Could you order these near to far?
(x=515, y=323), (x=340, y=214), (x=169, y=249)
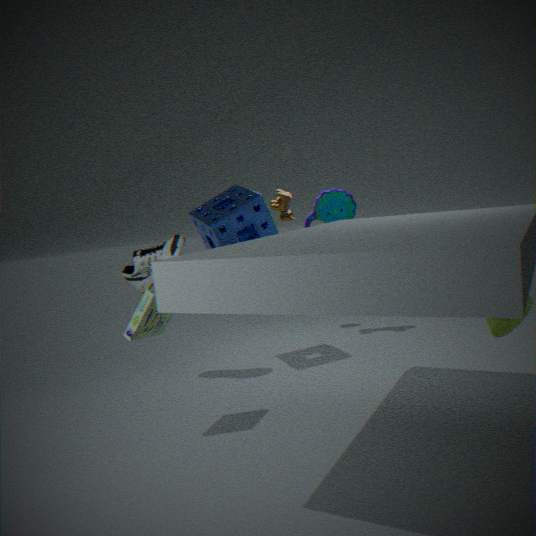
(x=515, y=323) → (x=169, y=249) → (x=340, y=214)
